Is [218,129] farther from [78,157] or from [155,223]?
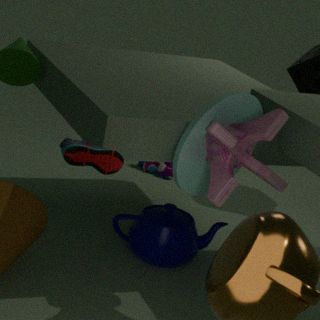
[155,223]
